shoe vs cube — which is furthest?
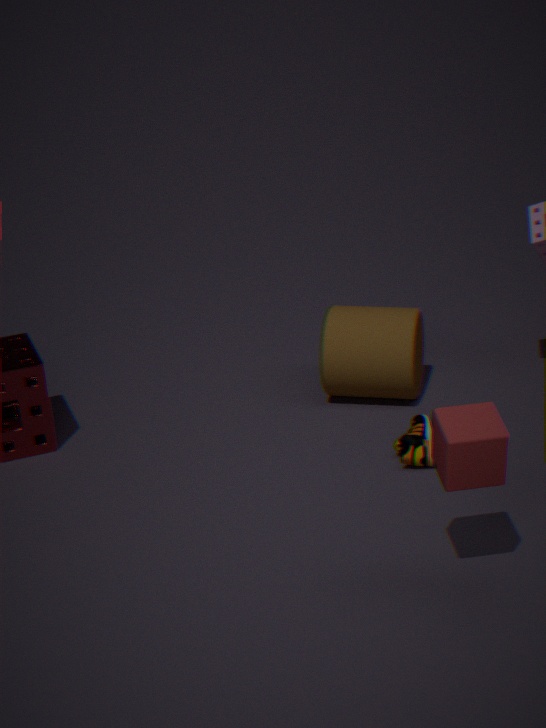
shoe
